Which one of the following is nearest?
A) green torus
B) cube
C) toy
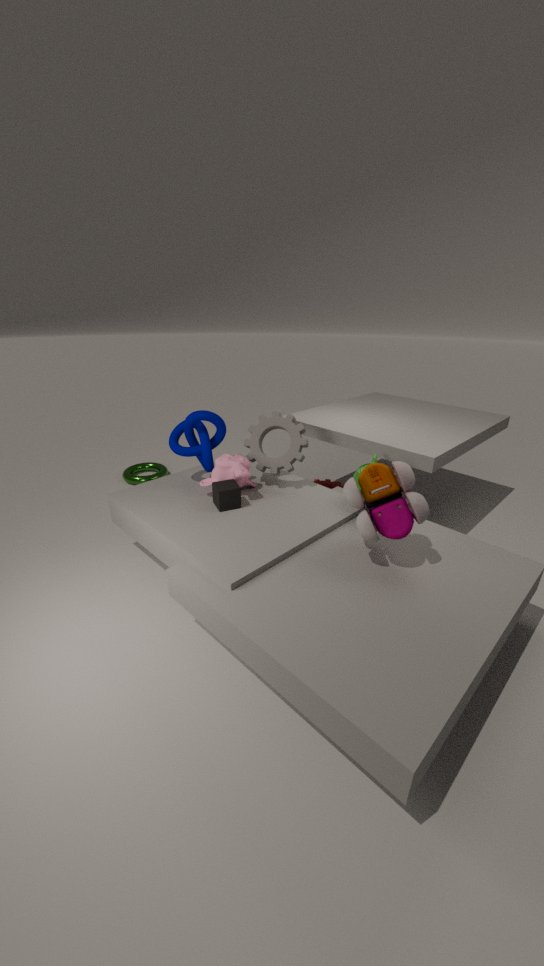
toy
